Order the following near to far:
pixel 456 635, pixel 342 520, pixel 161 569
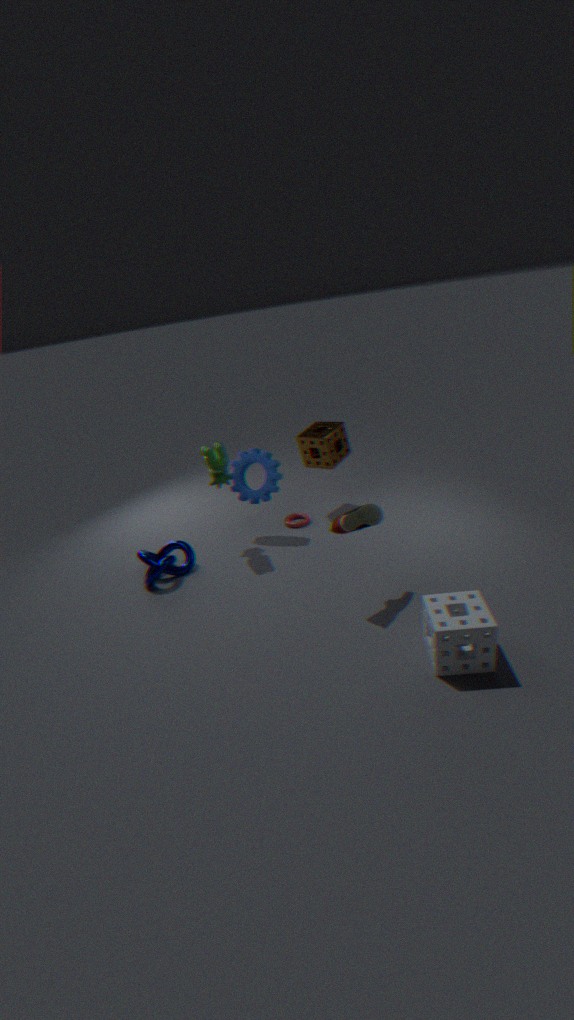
pixel 456 635 → pixel 342 520 → pixel 161 569
